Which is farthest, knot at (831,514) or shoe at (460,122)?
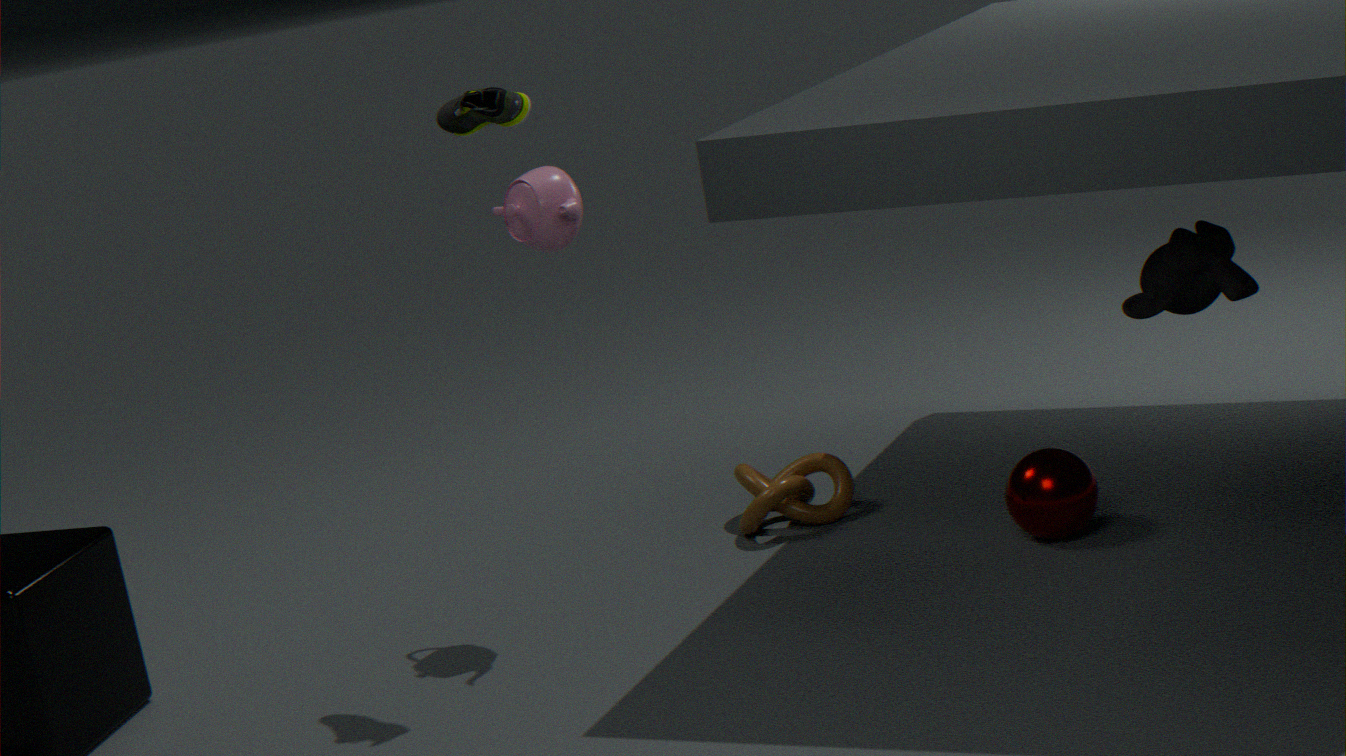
knot at (831,514)
